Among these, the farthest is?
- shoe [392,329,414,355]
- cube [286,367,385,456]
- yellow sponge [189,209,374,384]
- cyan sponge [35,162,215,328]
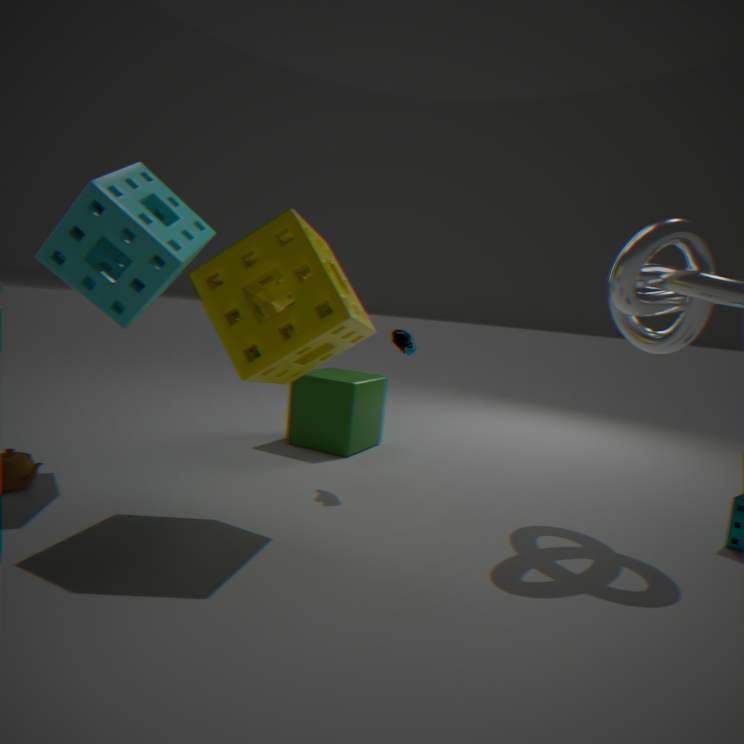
cube [286,367,385,456]
